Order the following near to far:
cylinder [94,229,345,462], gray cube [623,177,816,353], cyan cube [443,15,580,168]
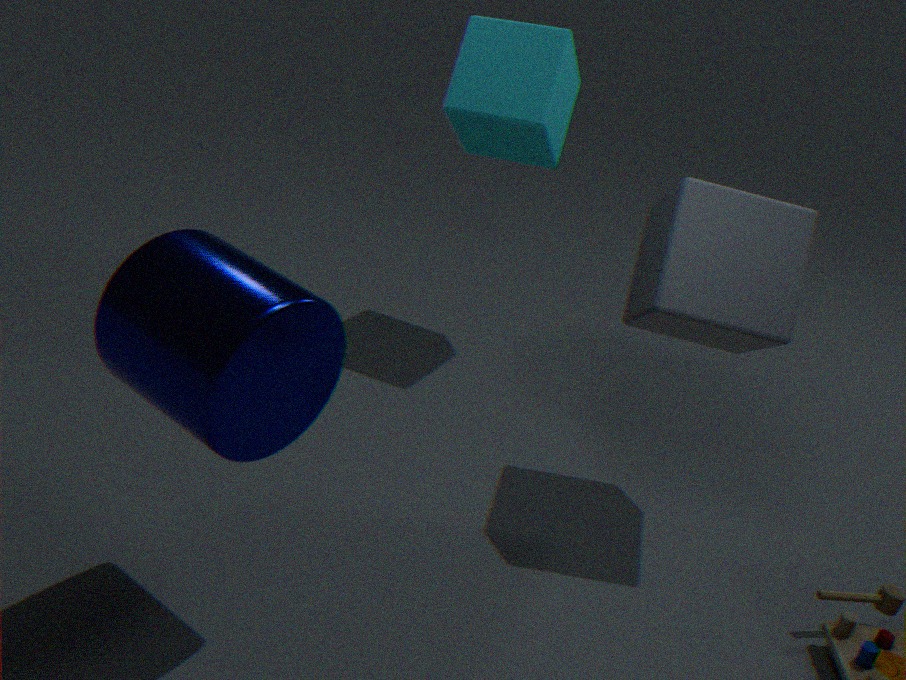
cylinder [94,229,345,462], gray cube [623,177,816,353], cyan cube [443,15,580,168]
